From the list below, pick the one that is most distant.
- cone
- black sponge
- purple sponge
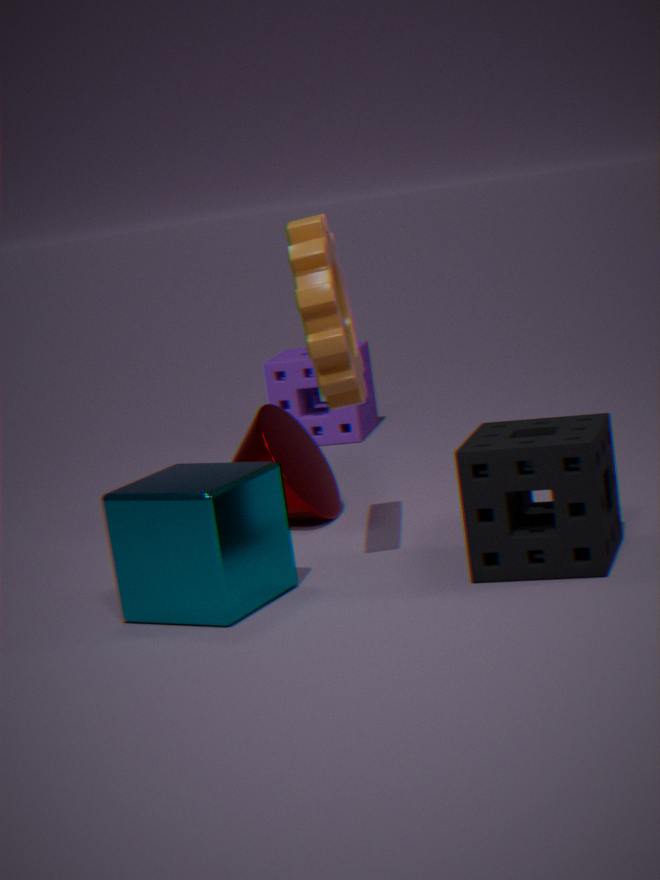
purple sponge
